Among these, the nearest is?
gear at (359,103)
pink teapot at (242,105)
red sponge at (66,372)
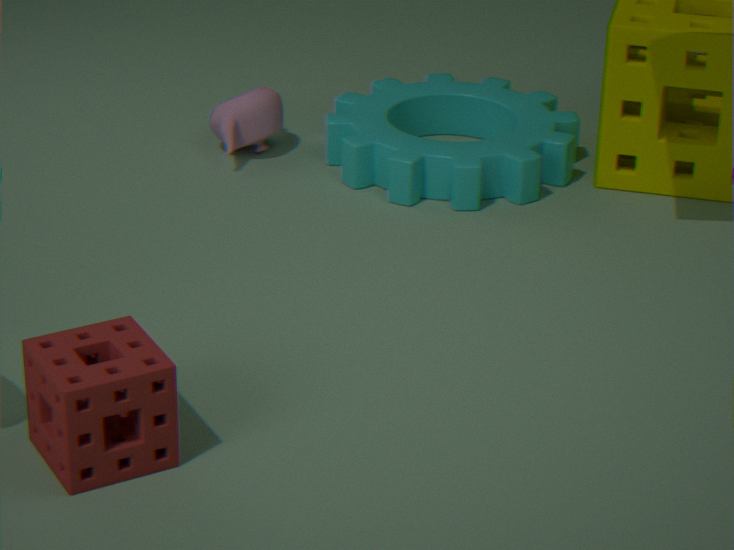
red sponge at (66,372)
